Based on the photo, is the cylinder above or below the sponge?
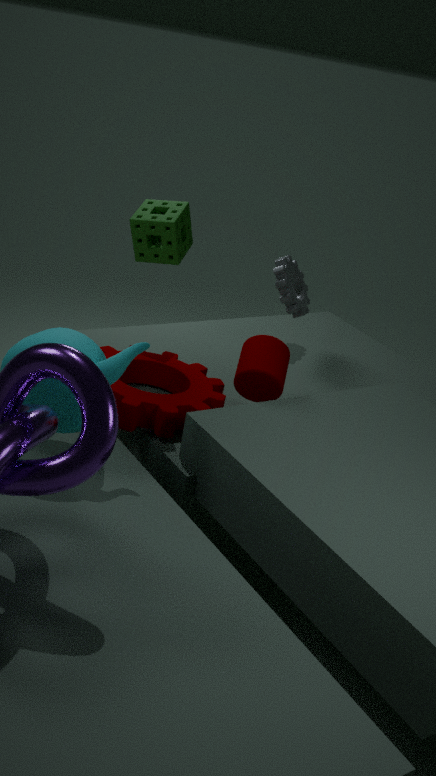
below
